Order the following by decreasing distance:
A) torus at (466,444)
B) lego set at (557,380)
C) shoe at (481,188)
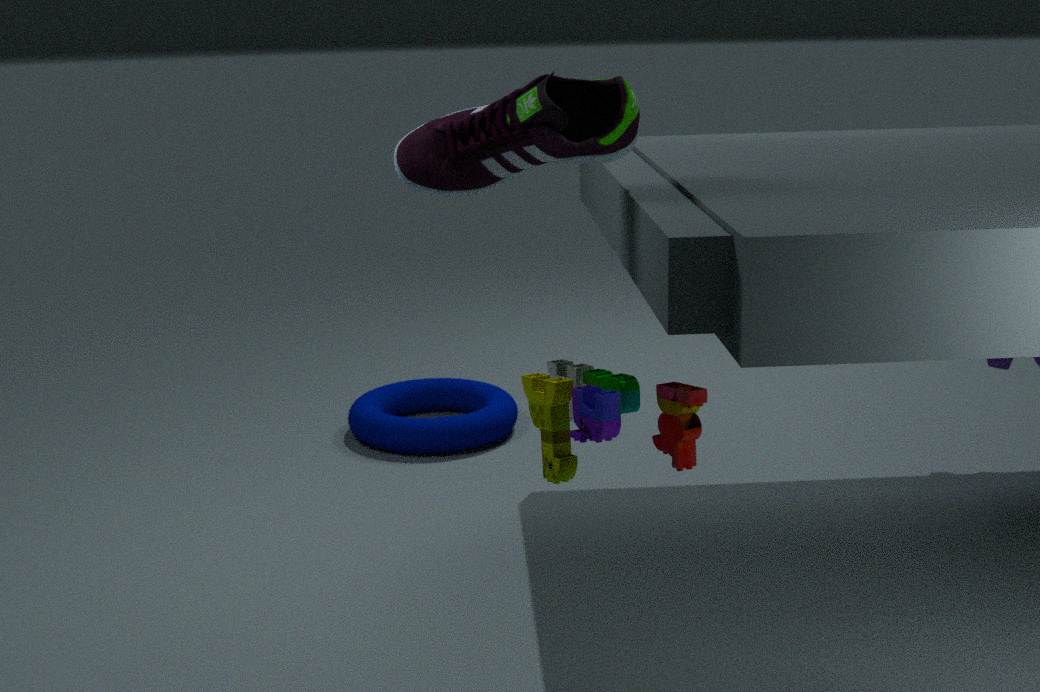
torus at (466,444) → shoe at (481,188) → lego set at (557,380)
